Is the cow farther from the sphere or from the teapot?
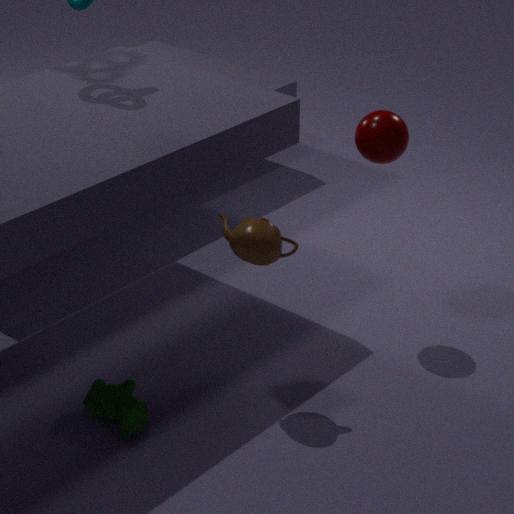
the sphere
